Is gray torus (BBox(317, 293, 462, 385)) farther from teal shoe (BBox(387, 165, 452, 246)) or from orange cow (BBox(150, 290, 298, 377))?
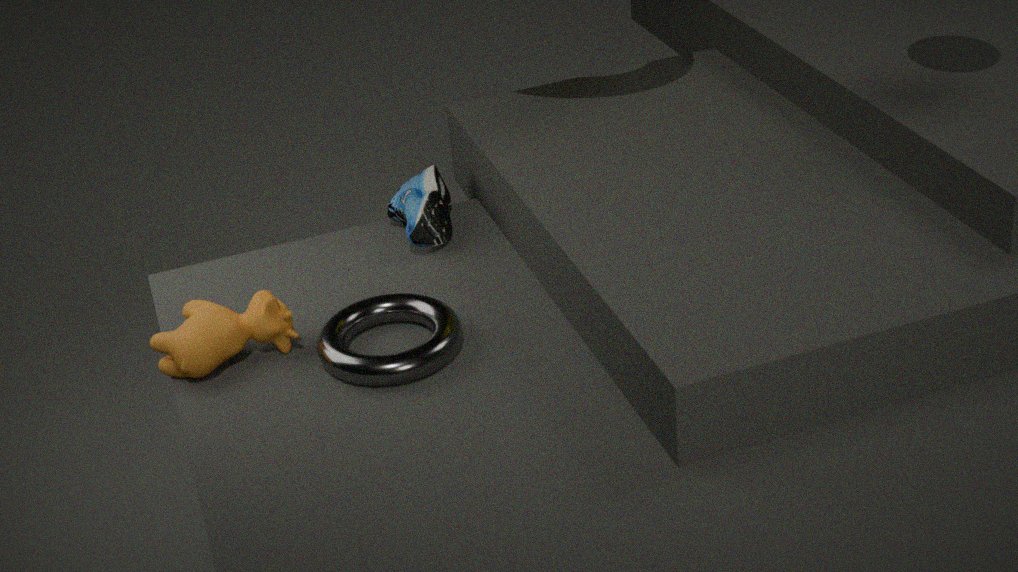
teal shoe (BBox(387, 165, 452, 246))
